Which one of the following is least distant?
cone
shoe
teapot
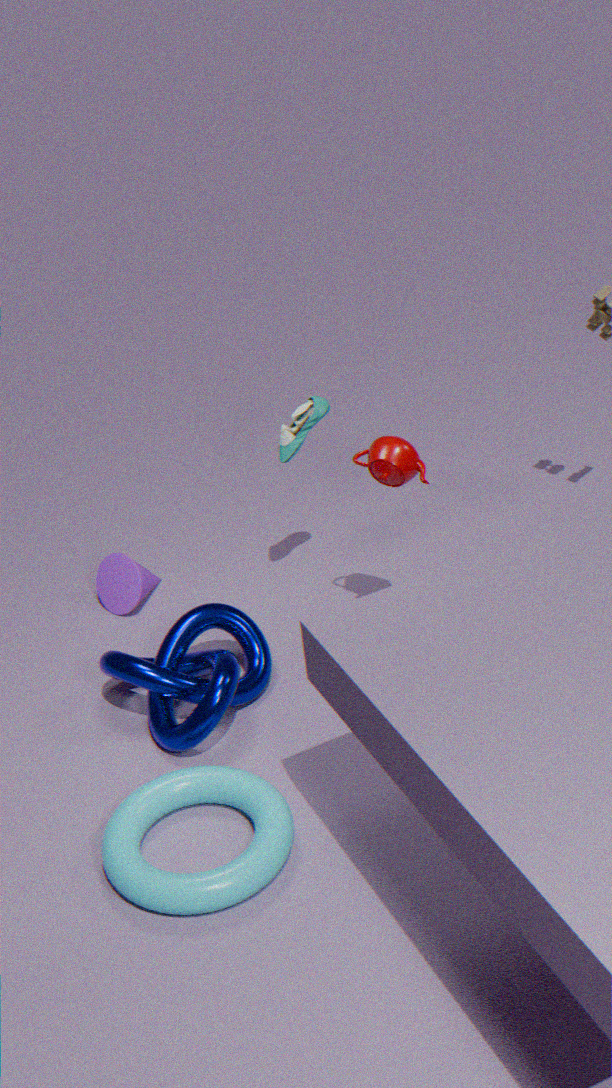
teapot
